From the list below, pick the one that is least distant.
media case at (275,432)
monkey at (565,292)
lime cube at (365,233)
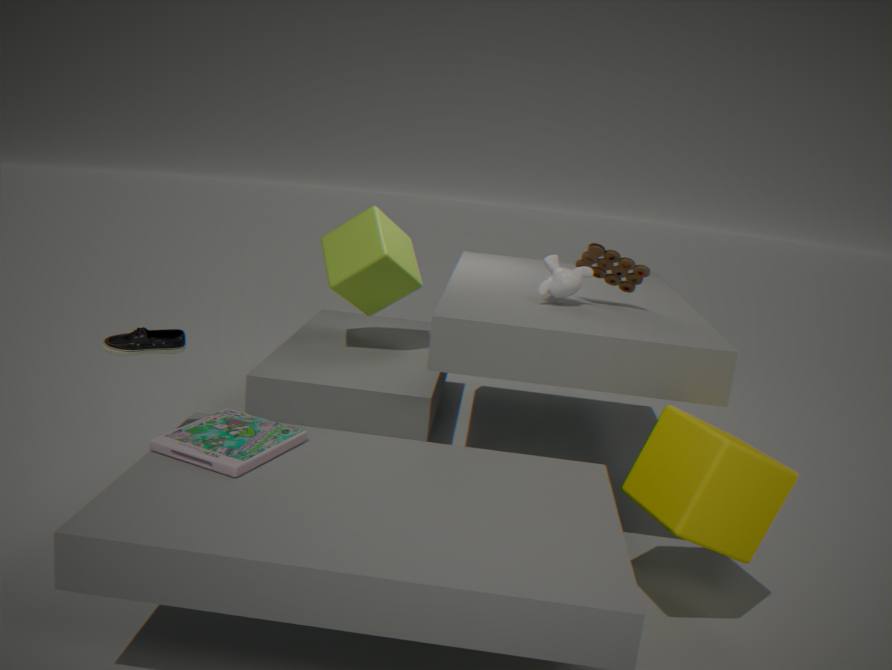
media case at (275,432)
